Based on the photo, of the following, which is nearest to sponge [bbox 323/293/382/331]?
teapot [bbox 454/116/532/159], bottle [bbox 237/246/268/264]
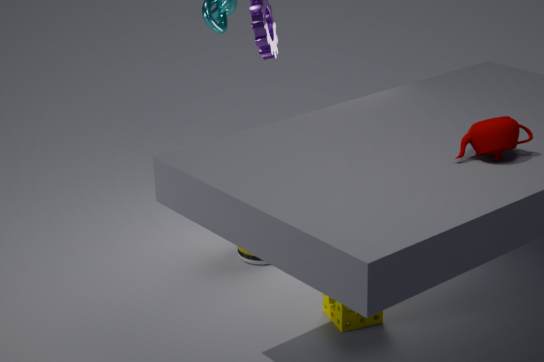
bottle [bbox 237/246/268/264]
